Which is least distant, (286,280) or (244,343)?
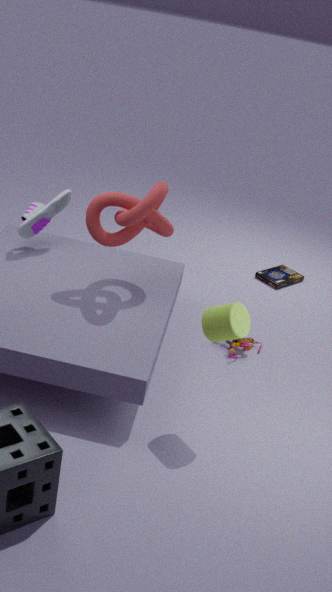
(244,343)
